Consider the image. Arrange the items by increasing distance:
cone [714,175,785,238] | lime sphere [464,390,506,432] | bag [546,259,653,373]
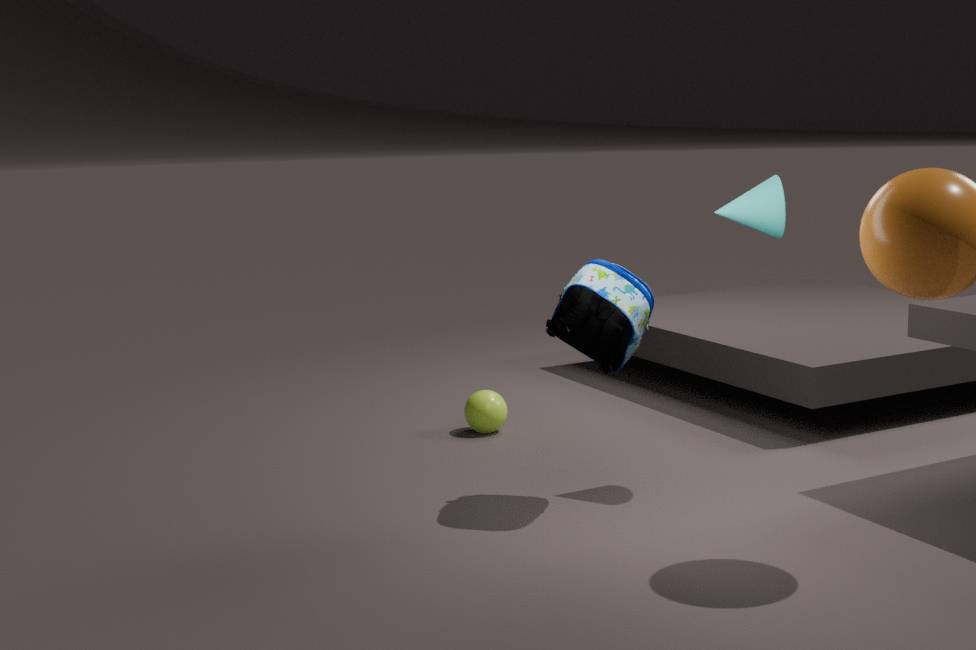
bag [546,259,653,373]
cone [714,175,785,238]
lime sphere [464,390,506,432]
